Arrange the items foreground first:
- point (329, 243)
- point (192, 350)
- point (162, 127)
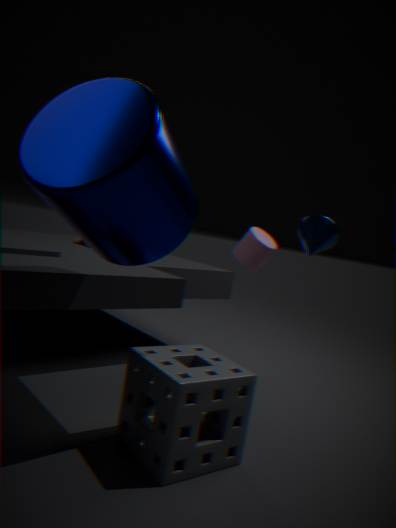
point (162, 127) → point (192, 350) → point (329, 243)
